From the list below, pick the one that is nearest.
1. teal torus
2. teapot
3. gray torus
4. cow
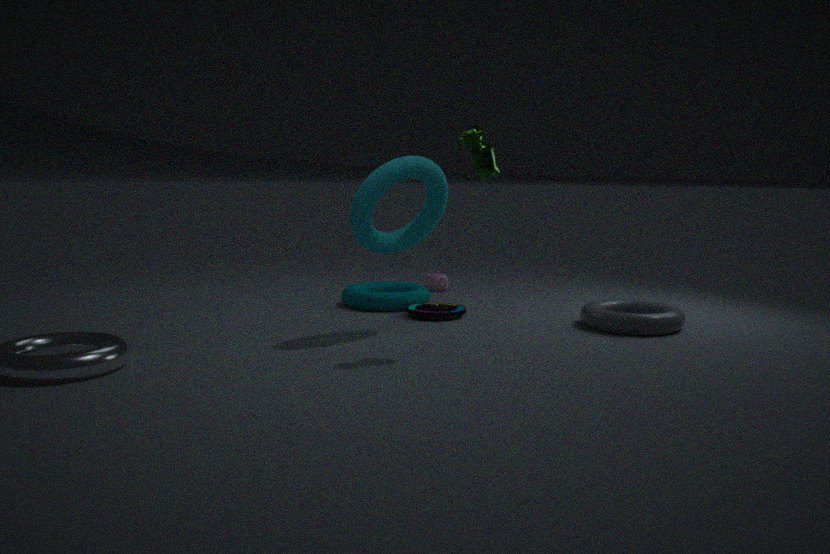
cow
